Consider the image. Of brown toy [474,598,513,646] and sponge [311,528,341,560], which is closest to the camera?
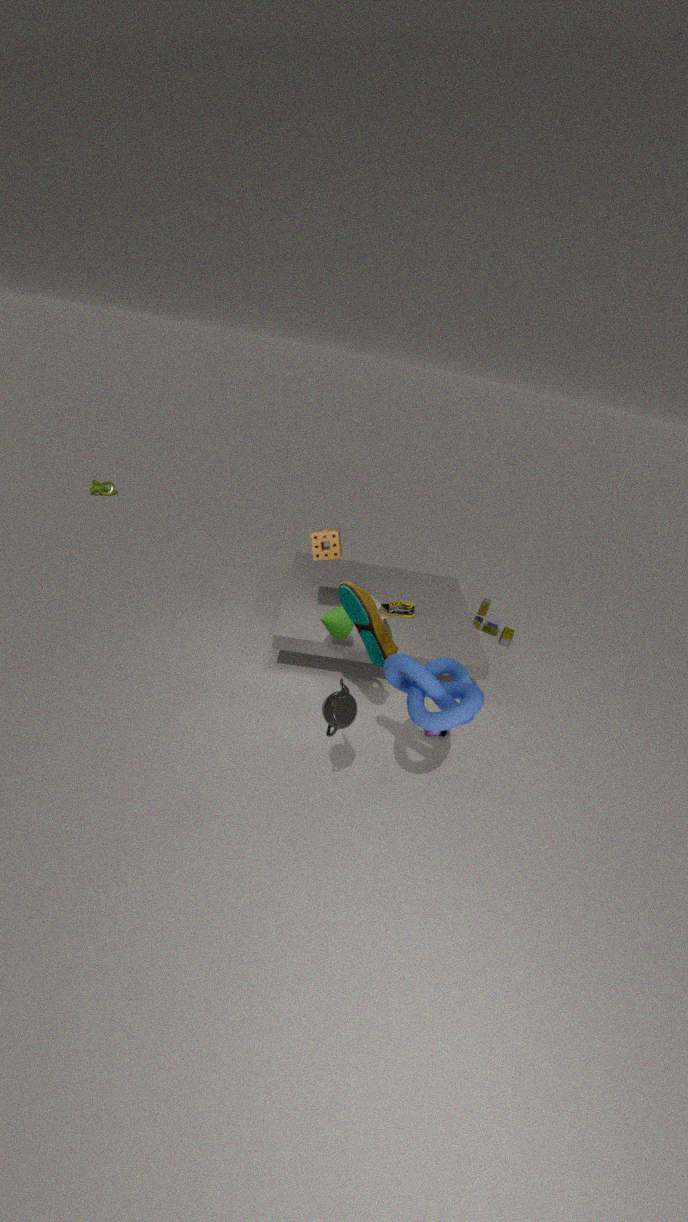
sponge [311,528,341,560]
